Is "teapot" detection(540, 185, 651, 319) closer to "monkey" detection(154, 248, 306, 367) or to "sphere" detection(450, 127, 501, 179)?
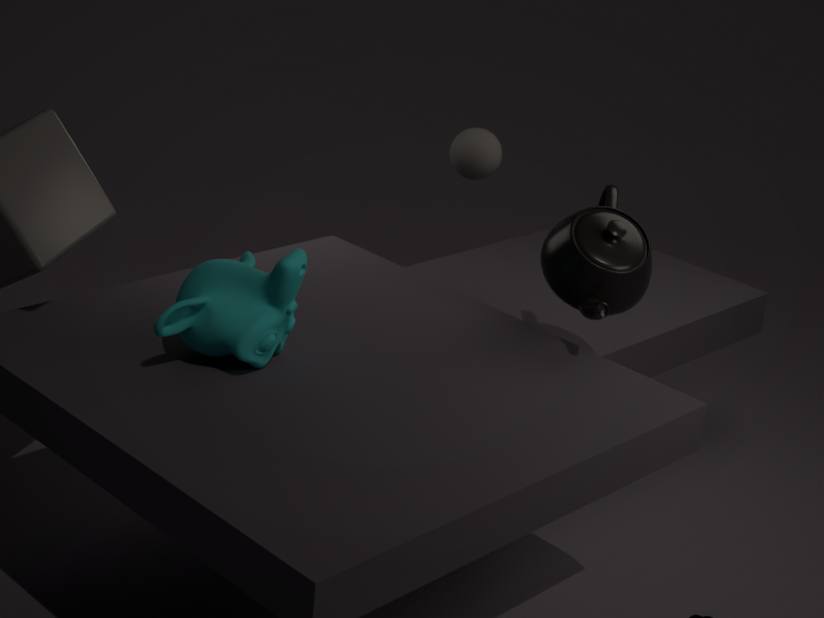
"sphere" detection(450, 127, 501, 179)
